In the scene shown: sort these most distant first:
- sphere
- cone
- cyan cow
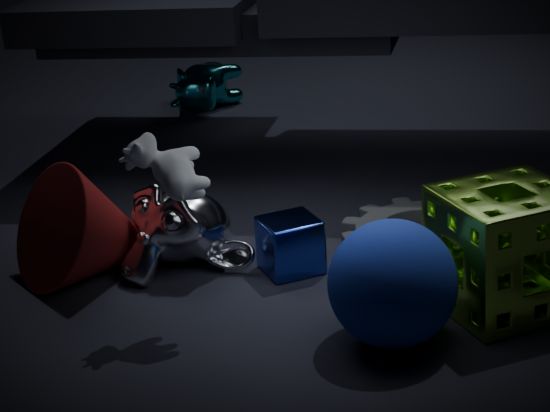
cyan cow, cone, sphere
